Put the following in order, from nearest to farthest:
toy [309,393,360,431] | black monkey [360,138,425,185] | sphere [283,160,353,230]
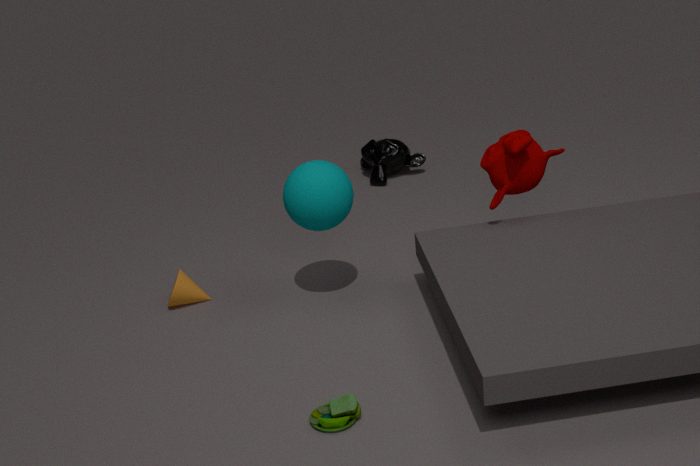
toy [309,393,360,431] → sphere [283,160,353,230] → black monkey [360,138,425,185]
